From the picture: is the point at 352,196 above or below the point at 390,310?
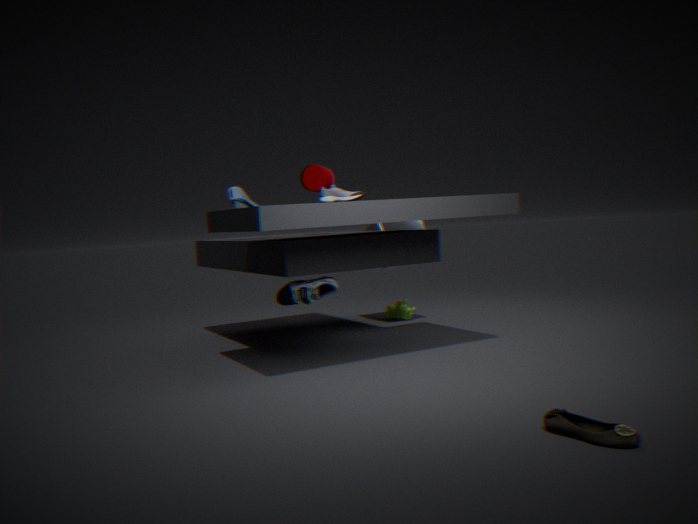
above
